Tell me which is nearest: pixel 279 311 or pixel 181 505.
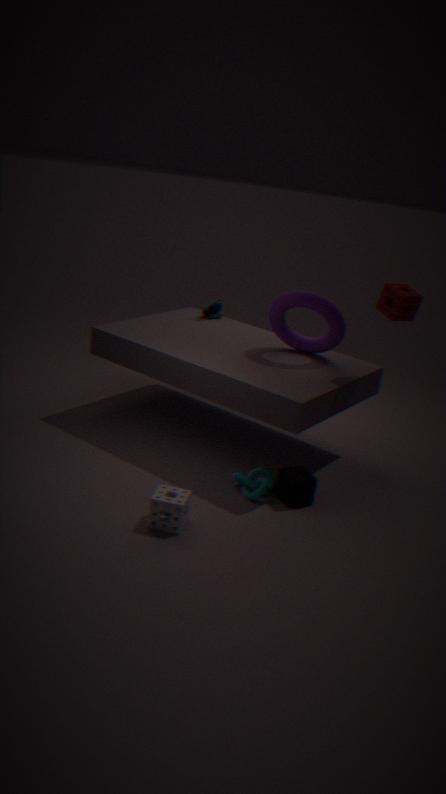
pixel 181 505
